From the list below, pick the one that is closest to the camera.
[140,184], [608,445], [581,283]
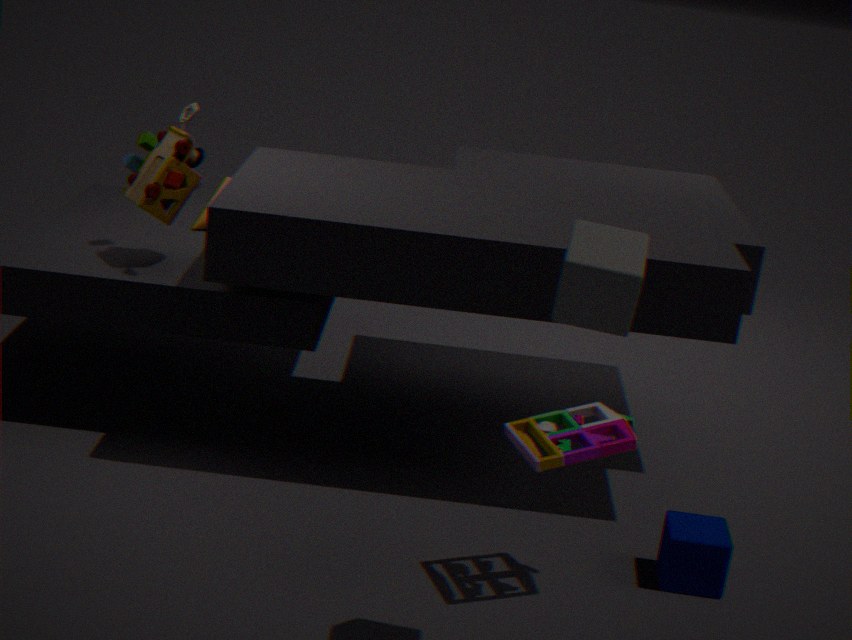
[581,283]
